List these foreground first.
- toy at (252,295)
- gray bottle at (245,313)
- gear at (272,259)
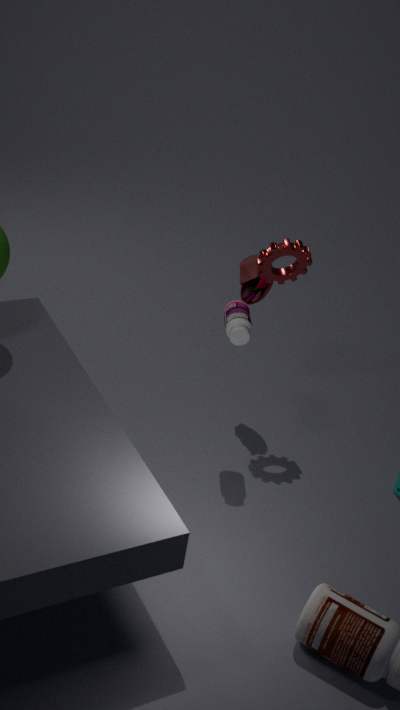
gray bottle at (245,313) < gear at (272,259) < toy at (252,295)
